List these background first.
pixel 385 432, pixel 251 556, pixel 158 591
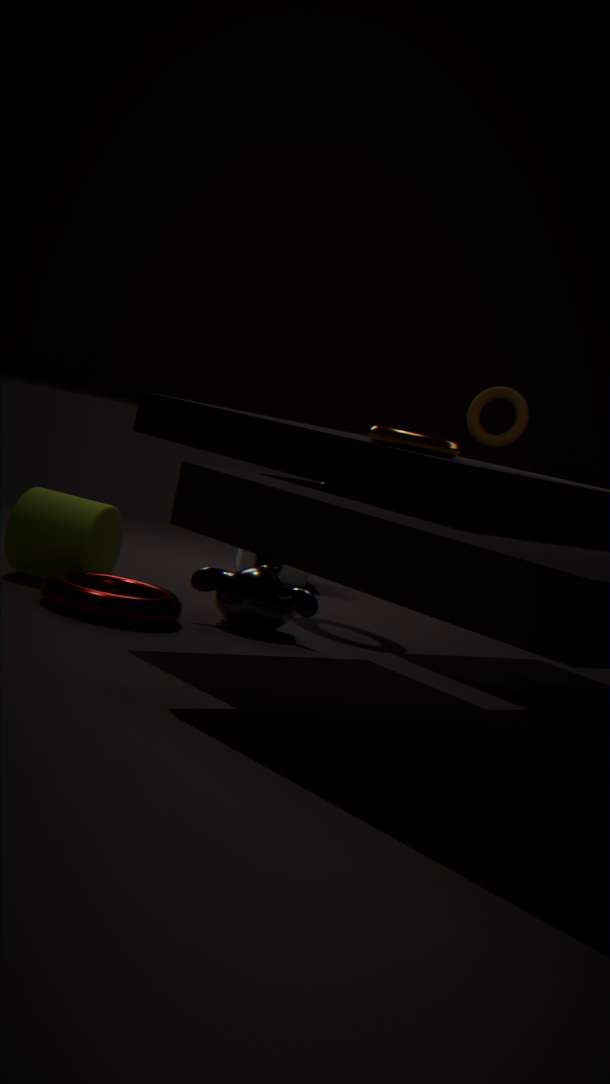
pixel 251 556 < pixel 158 591 < pixel 385 432
